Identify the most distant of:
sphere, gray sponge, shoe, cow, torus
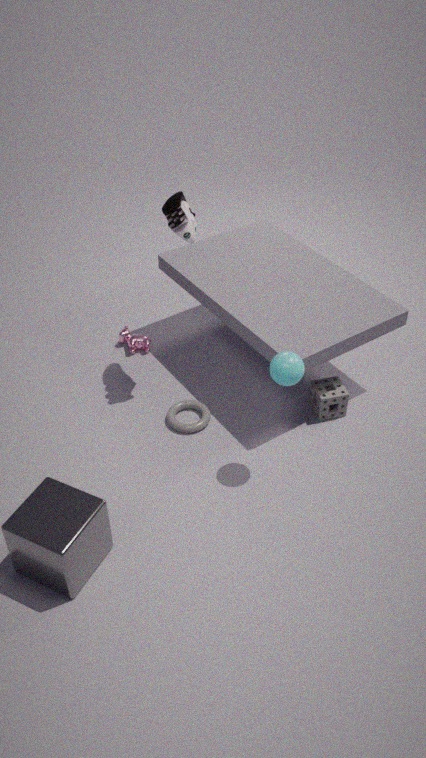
Answer: cow
